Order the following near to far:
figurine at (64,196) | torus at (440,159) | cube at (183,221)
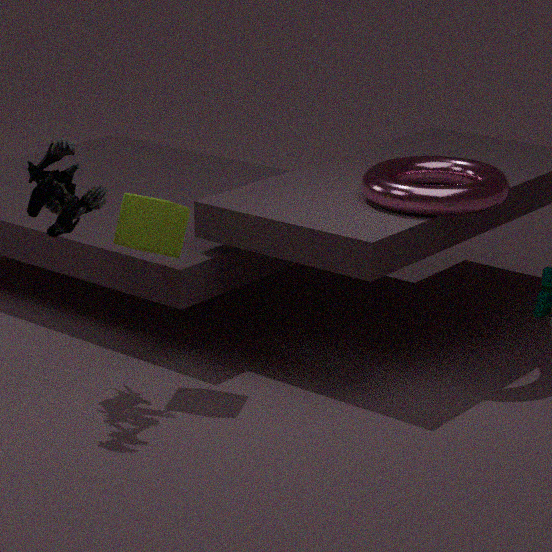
figurine at (64,196), cube at (183,221), torus at (440,159)
